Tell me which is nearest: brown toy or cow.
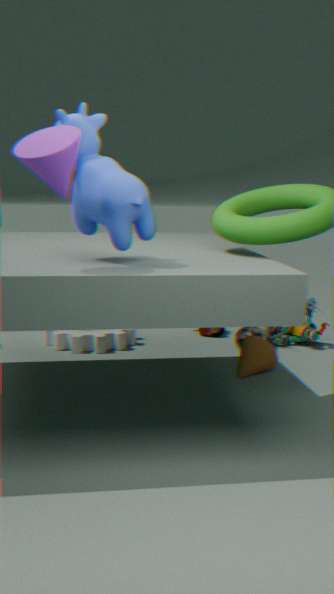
cow
